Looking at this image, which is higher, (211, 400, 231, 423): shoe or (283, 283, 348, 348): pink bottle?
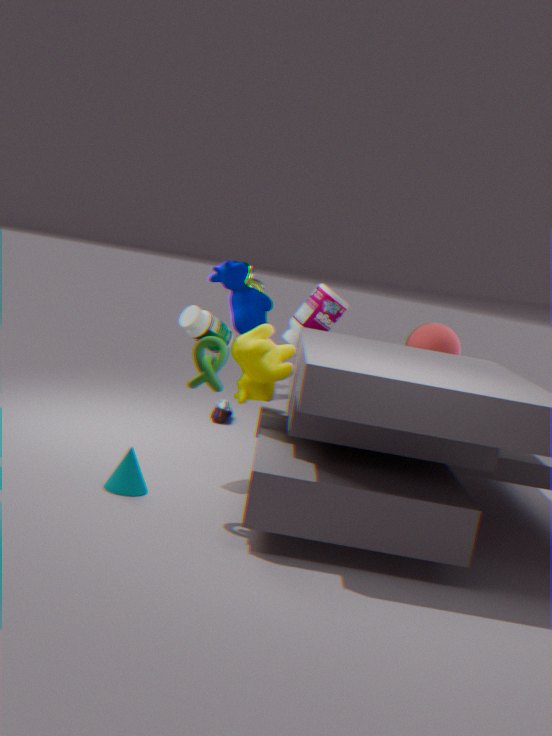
(283, 283, 348, 348): pink bottle
